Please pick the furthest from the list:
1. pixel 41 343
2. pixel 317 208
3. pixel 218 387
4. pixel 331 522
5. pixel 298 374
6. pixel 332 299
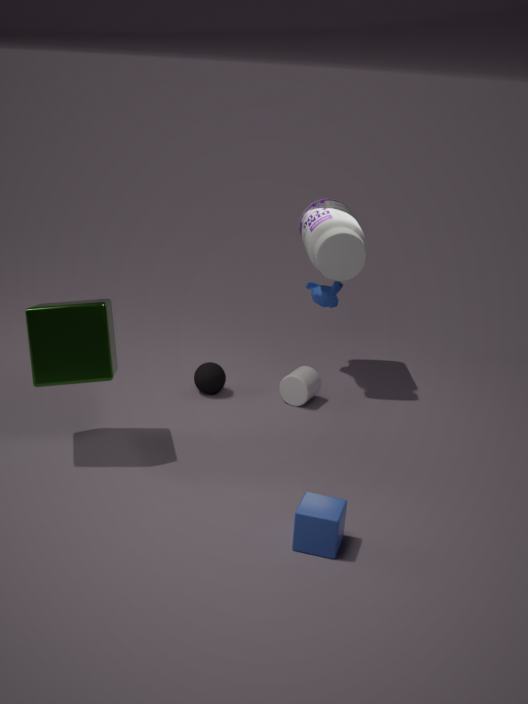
pixel 332 299
